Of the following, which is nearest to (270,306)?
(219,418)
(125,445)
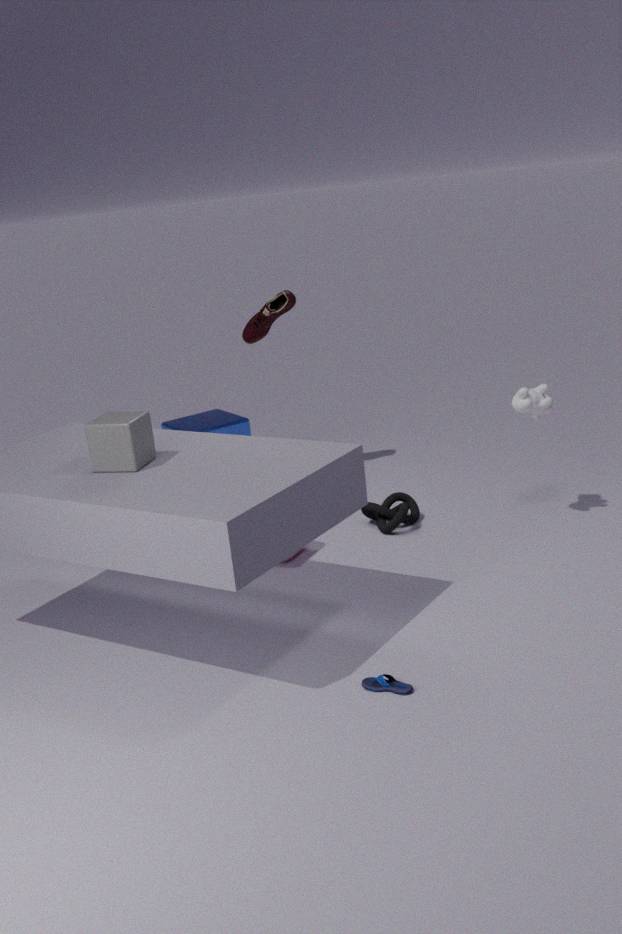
(219,418)
